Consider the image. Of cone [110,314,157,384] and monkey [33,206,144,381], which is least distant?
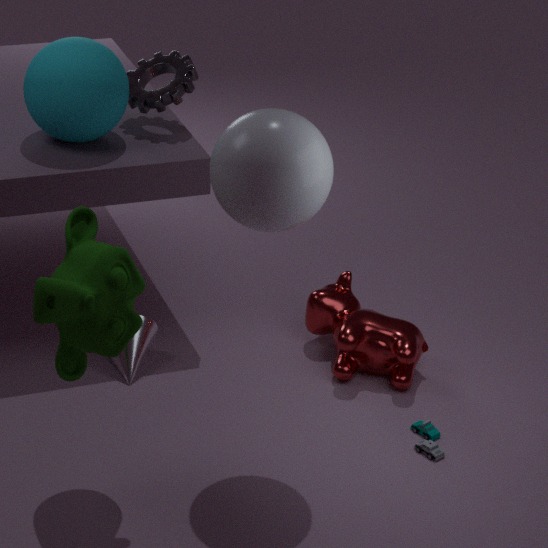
monkey [33,206,144,381]
